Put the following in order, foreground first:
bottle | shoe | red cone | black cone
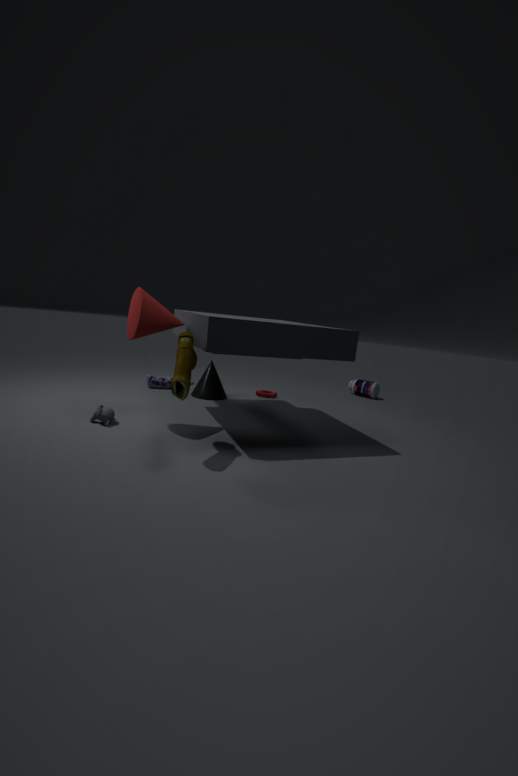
1. shoe
2. red cone
3. black cone
4. bottle
